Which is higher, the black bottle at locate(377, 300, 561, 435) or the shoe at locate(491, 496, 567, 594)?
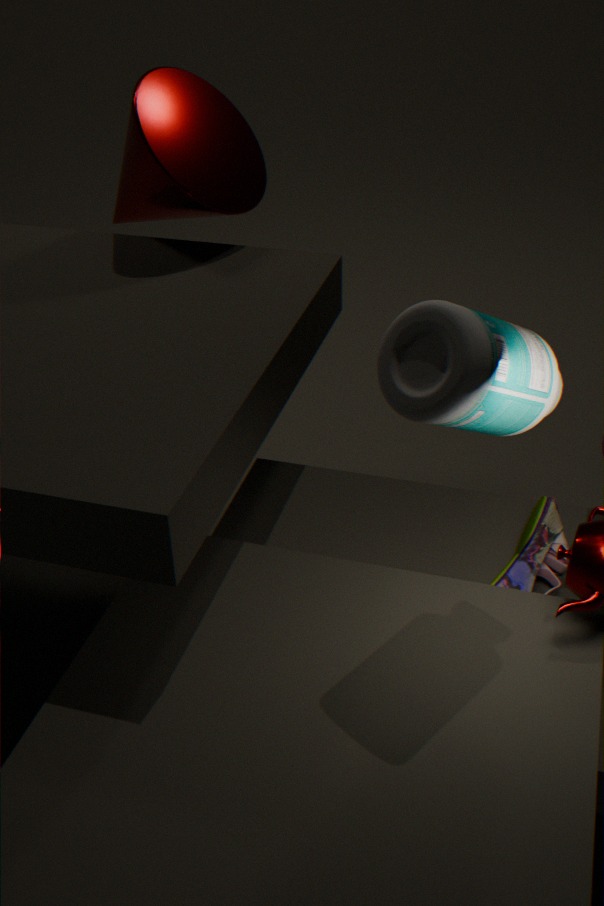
the black bottle at locate(377, 300, 561, 435)
